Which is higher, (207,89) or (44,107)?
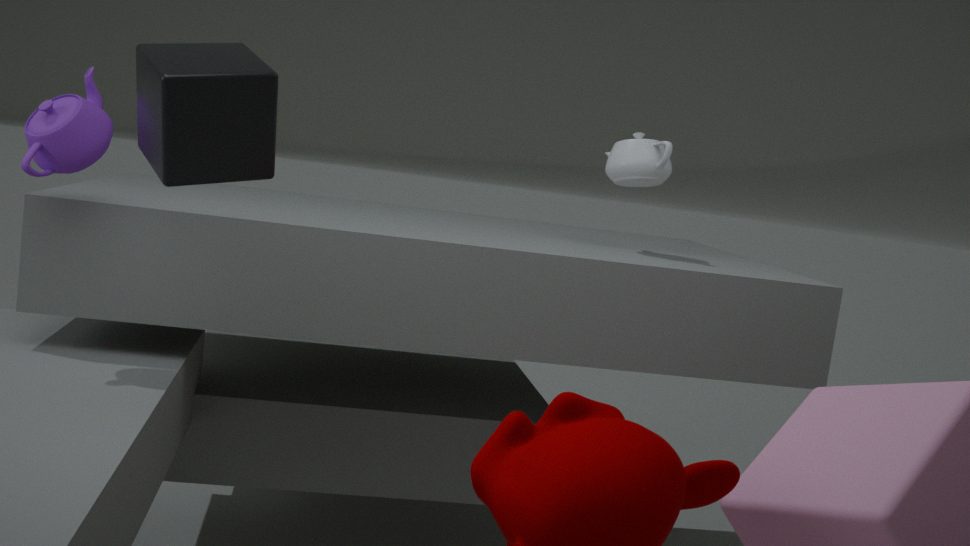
(207,89)
